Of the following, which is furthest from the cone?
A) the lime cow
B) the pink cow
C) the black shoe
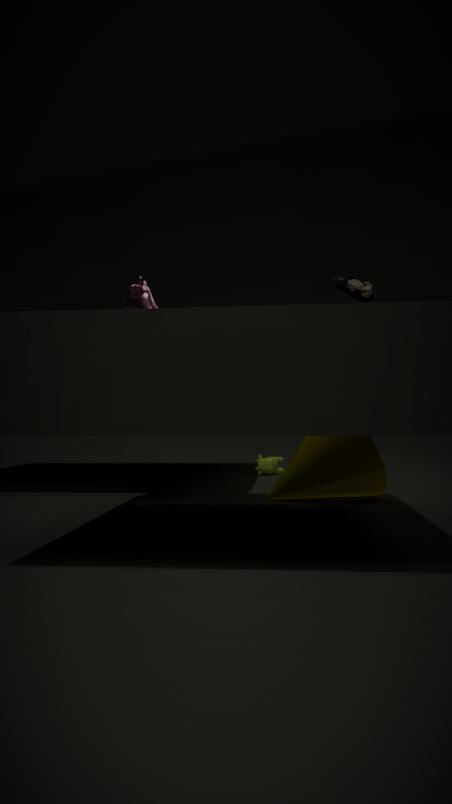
the black shoe
